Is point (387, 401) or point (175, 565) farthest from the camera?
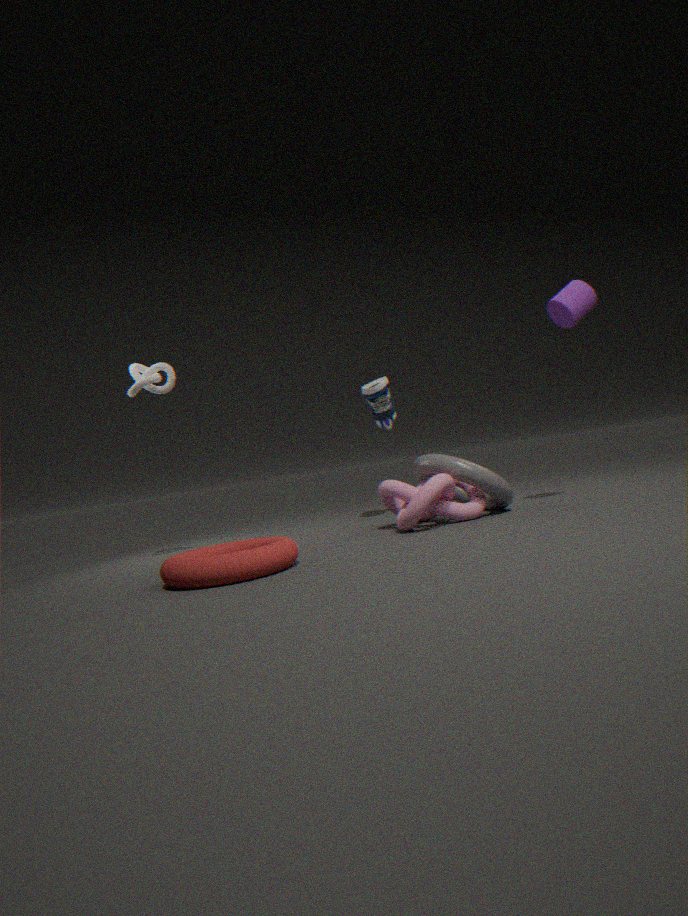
point (387, 401)
